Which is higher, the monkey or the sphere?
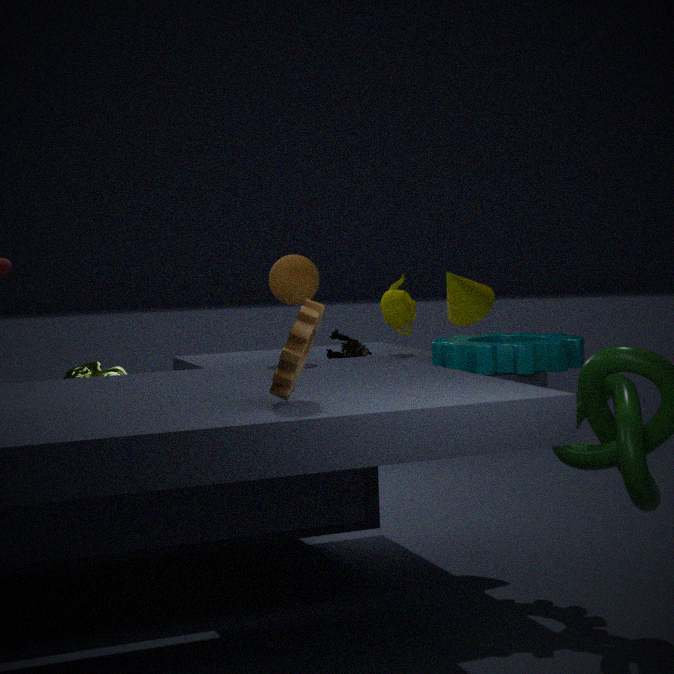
the sphere
